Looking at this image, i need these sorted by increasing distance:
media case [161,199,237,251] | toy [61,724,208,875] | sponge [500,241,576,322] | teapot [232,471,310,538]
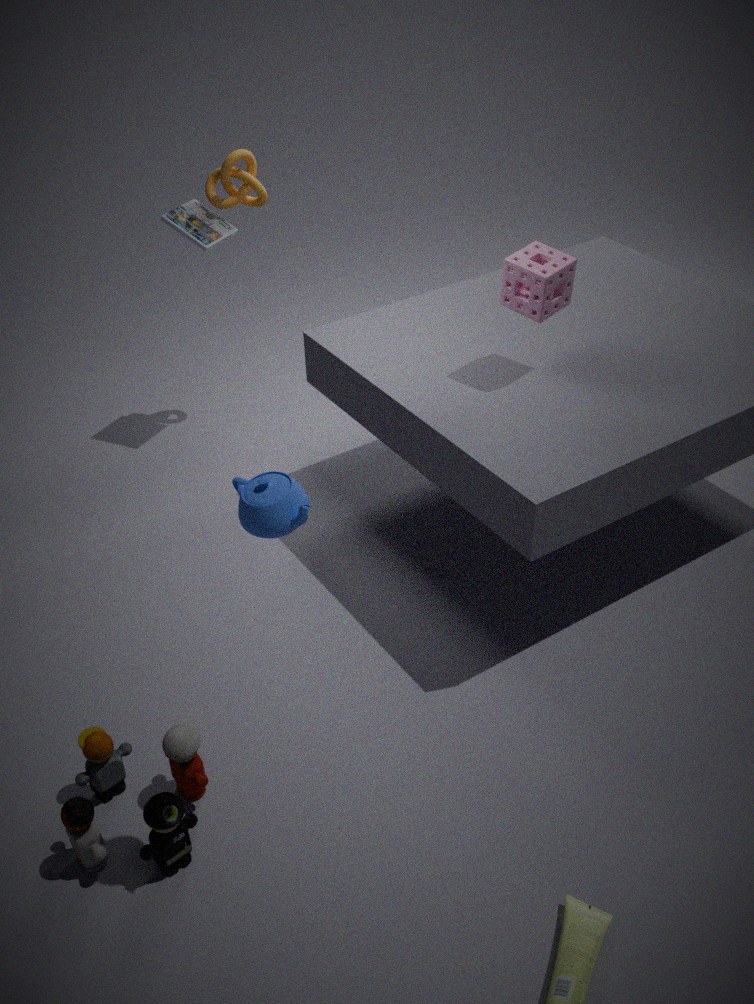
teapot [232,471,310,538], toy [61,724,208,875], sponge [500,241,576,322], media case [161,199,237,251]
